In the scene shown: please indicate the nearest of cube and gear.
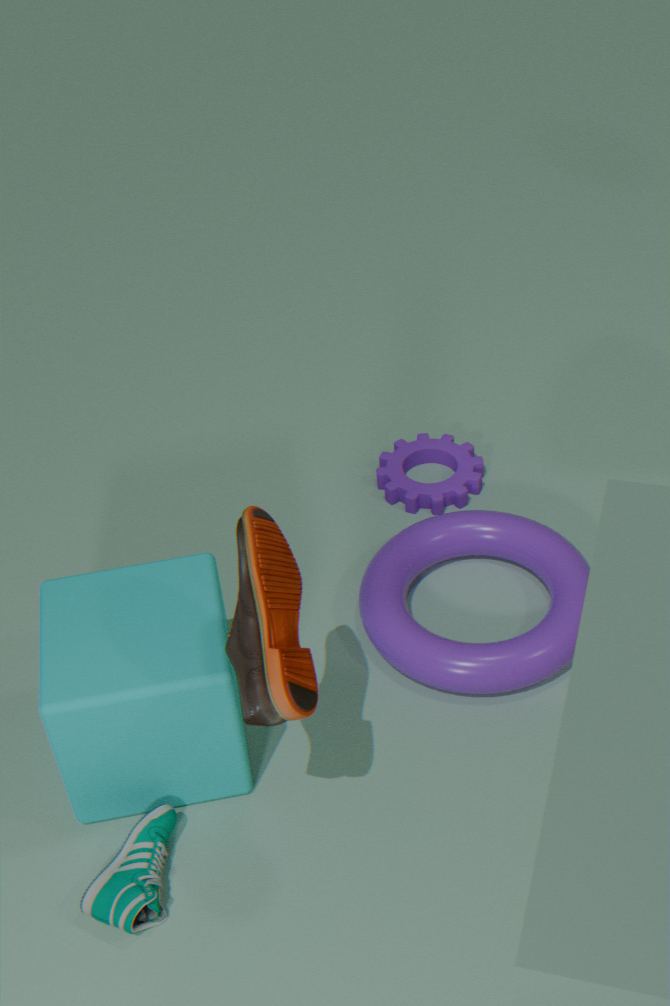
cube
